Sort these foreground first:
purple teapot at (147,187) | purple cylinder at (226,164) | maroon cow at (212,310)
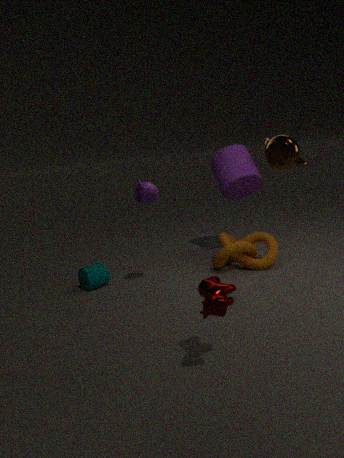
maroon cow at (212,310)
purple teapot at (147,187)
purple cylinder at (226,164)
